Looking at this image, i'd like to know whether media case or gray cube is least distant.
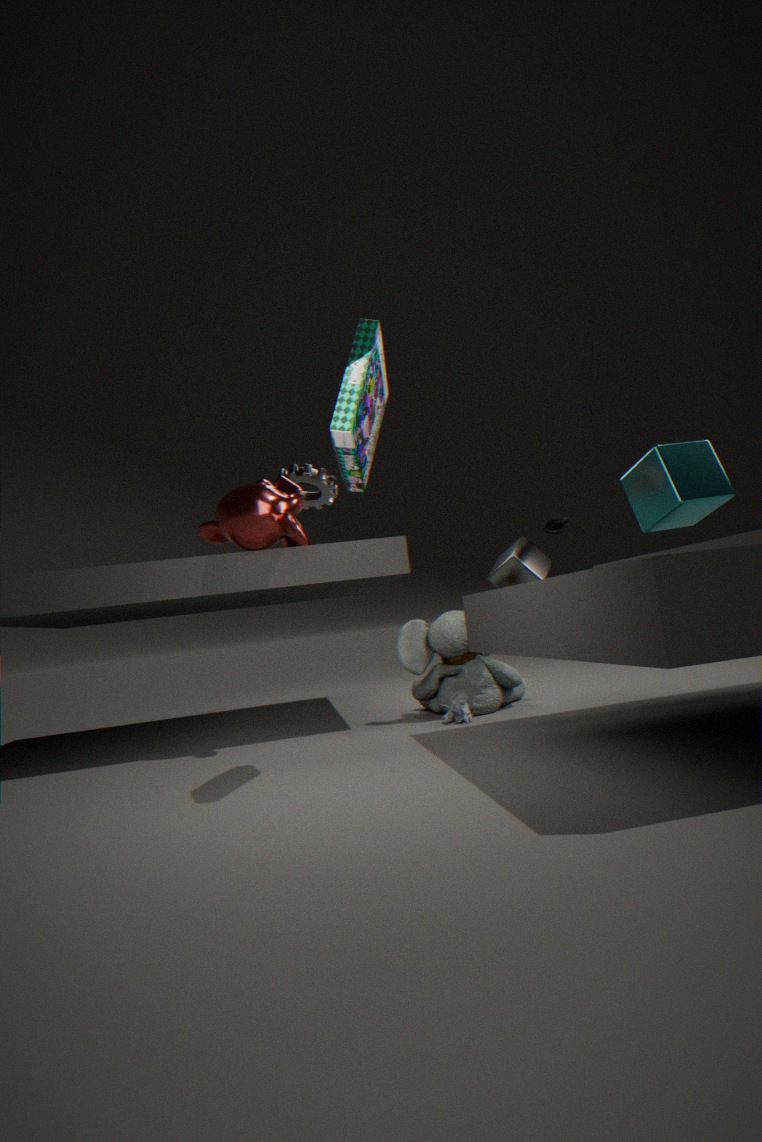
media case
